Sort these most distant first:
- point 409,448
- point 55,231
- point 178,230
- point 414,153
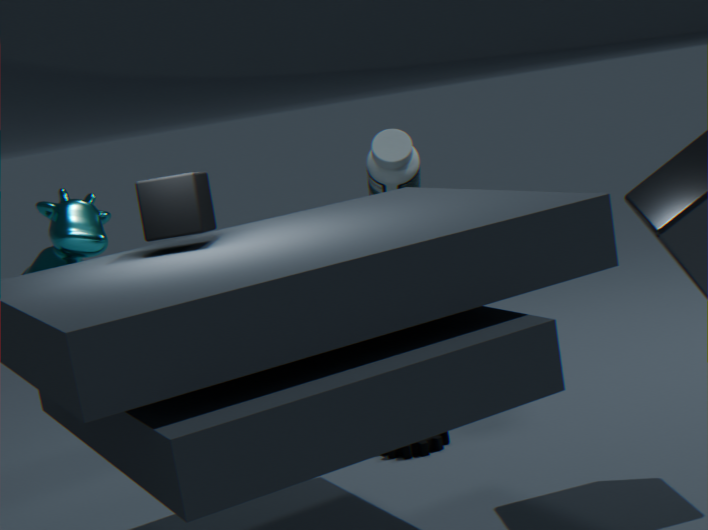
point 414,153, point 409,448, point 55,231, point 178,230
